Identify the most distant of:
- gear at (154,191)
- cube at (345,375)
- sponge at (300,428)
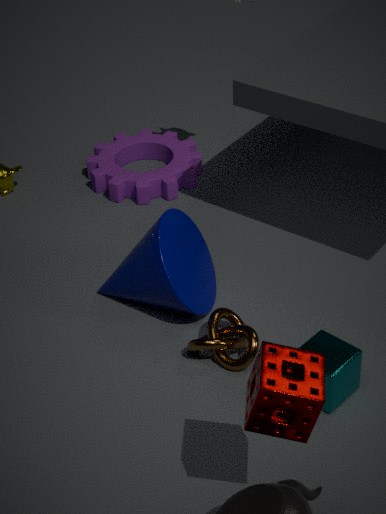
gear at (154,191)
